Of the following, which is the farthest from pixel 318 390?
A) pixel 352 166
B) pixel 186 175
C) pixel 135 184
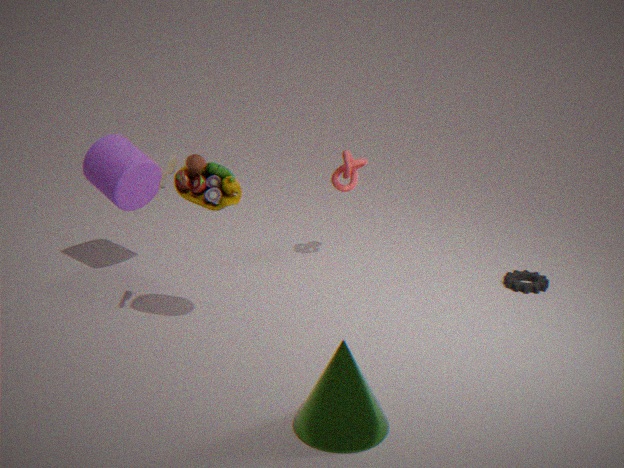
pixel 135 184
